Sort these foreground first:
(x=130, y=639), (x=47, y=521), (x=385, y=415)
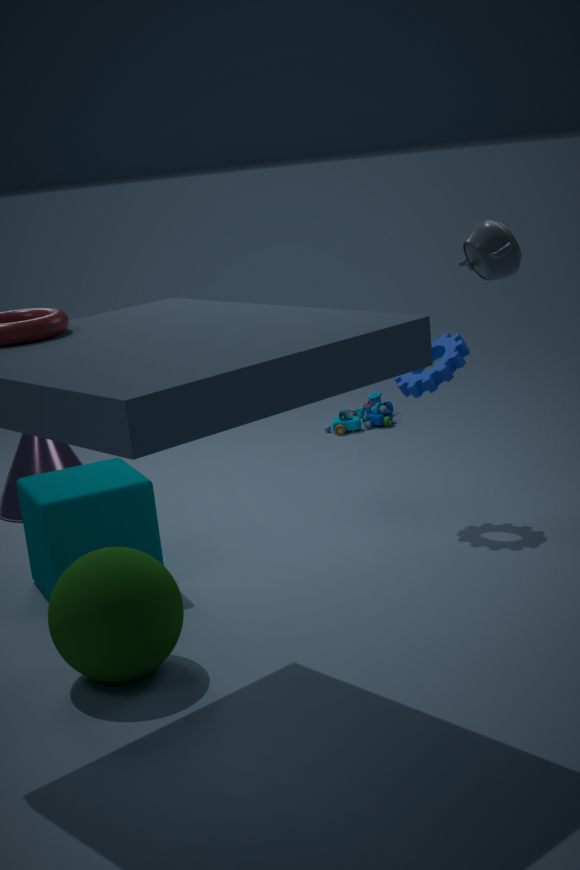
(x=130, y=639) → (x=47, y=521) → (x=385, y=415)
